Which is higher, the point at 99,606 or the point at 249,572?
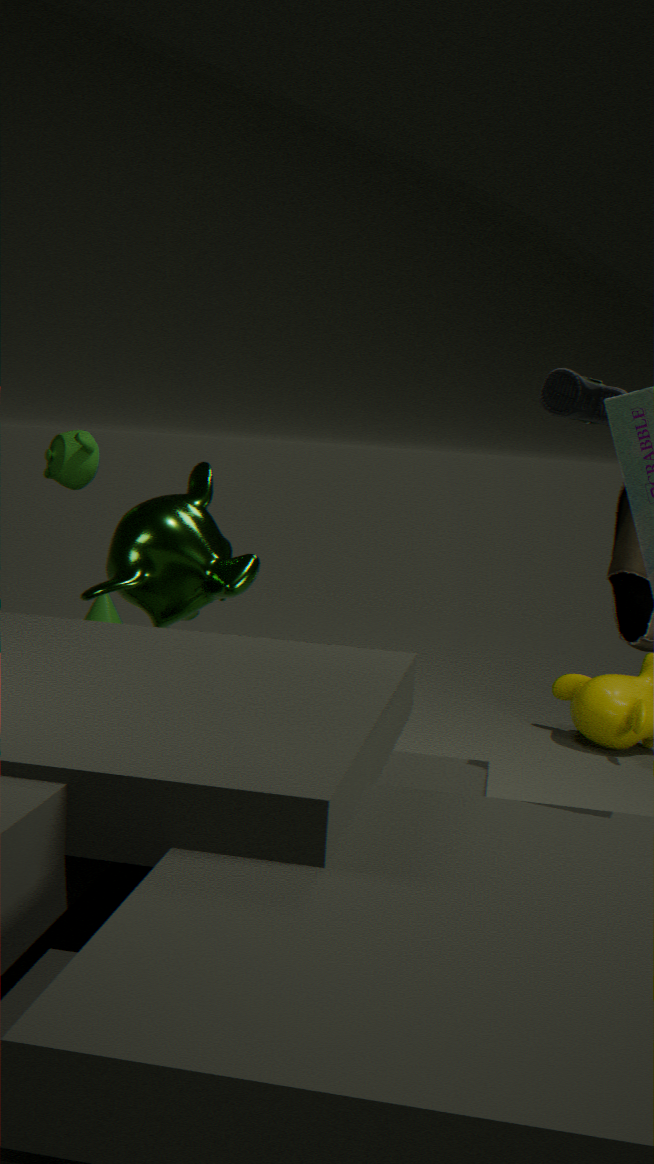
the point at 249,572
